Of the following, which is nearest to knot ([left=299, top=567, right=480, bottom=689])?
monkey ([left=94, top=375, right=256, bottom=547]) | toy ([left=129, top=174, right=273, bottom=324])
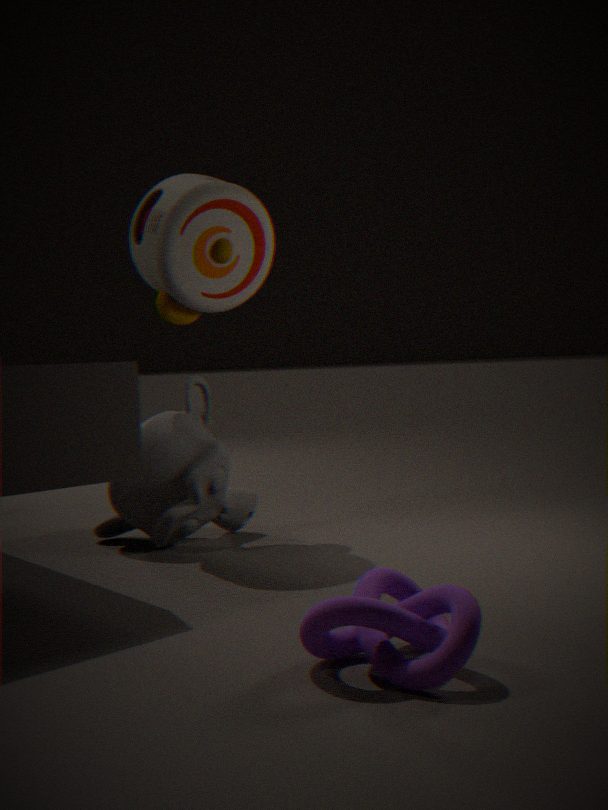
monkey ([left=94, top=375, right=256, bottom=547])
